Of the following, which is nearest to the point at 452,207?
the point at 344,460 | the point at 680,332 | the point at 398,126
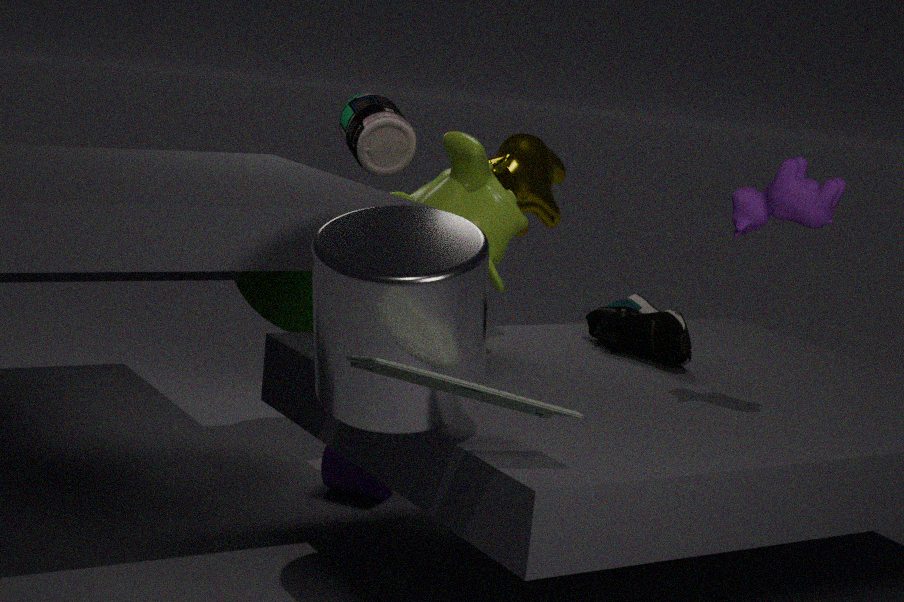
the point at 680,332
